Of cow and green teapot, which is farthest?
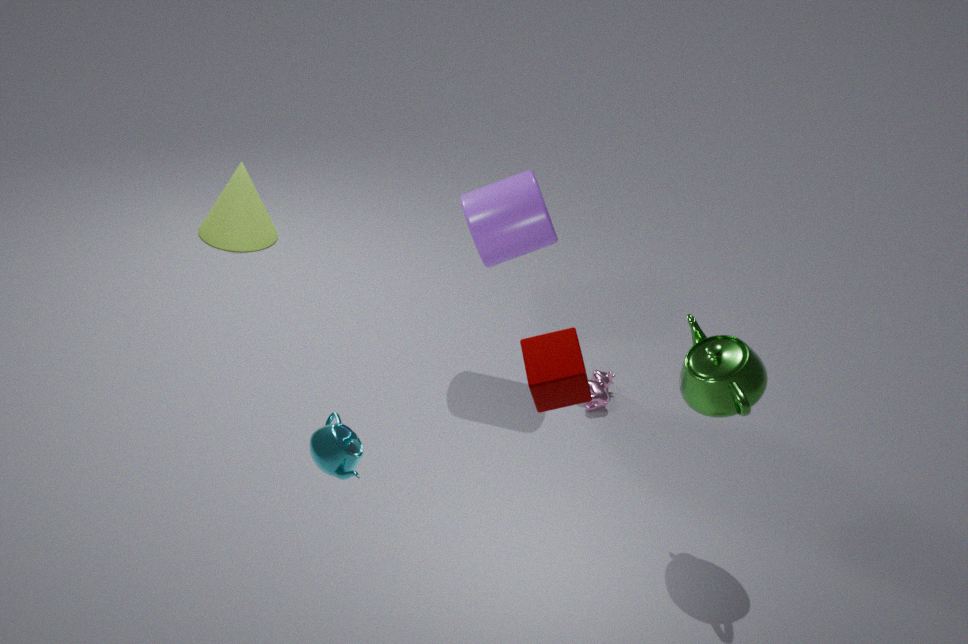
cow
